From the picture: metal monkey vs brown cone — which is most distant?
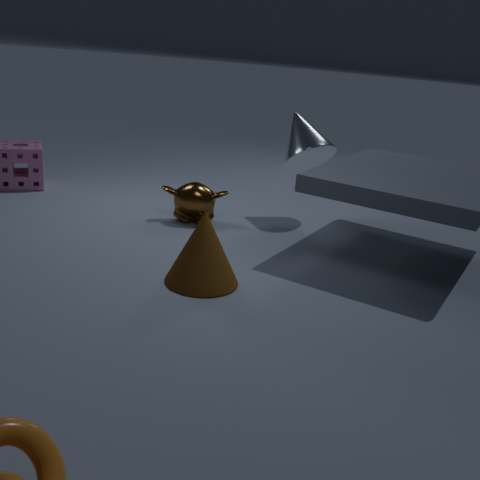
metal monkey
